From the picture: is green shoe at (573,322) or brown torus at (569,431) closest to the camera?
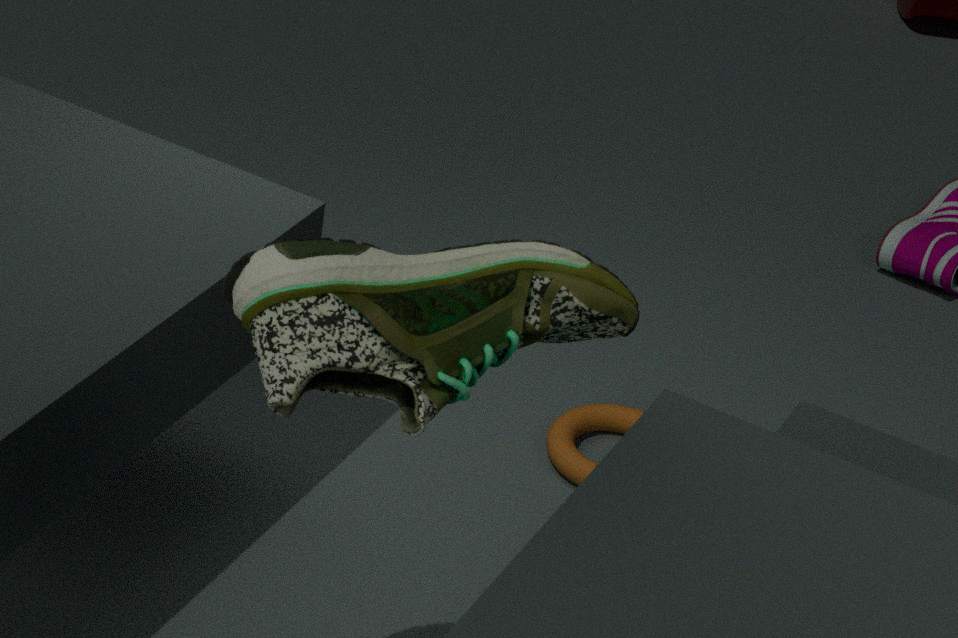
green shoe at (573,322)
